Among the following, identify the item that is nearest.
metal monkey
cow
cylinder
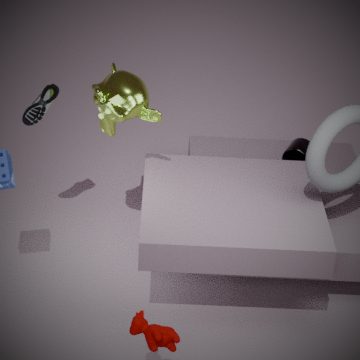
cow
